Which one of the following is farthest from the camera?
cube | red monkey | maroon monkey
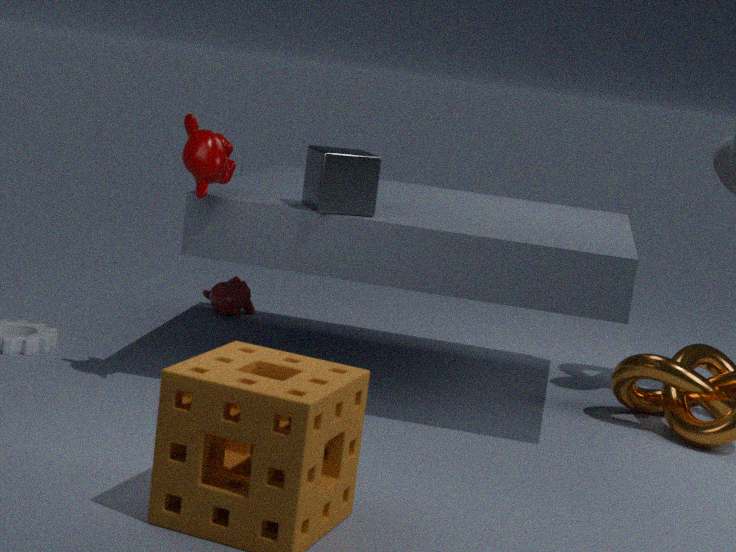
red monkey
